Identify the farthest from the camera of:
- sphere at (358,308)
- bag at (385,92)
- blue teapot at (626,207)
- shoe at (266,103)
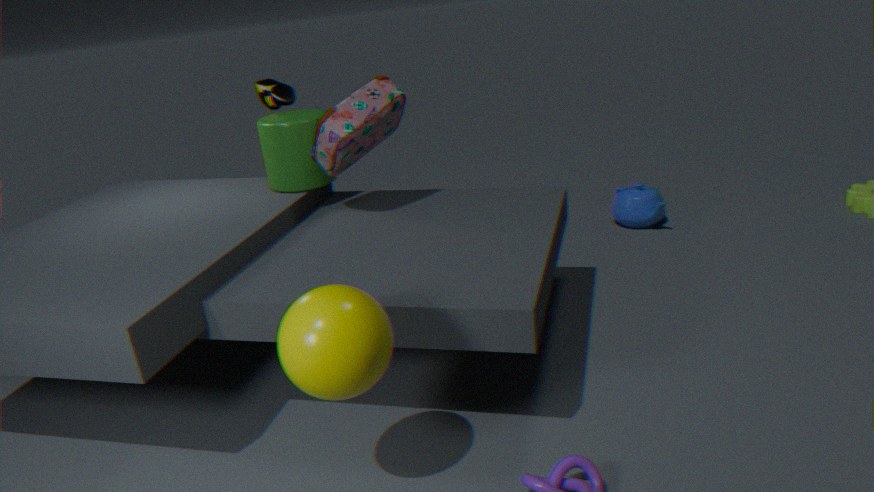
blue teapot at (626,207)
